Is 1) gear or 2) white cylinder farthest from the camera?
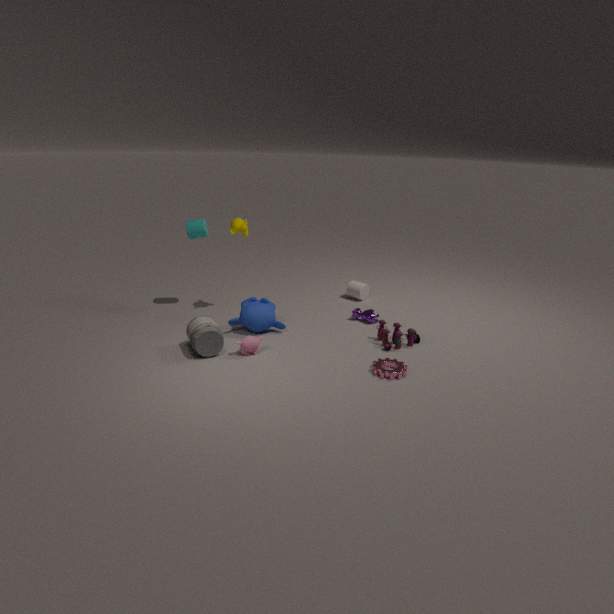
2. white cylinder
